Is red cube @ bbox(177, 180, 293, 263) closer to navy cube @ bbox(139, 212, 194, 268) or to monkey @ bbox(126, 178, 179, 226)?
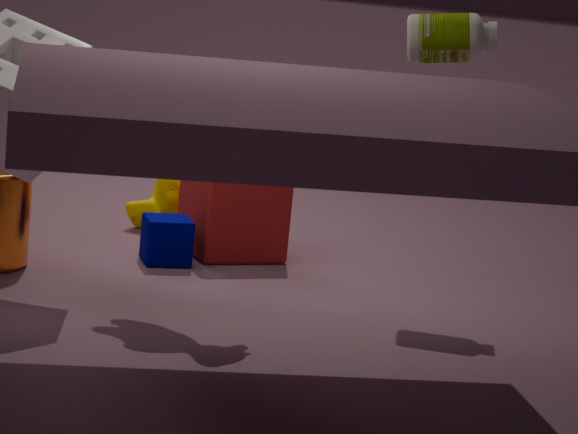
navy cube @ bbox(139, 212, 194, 268)
